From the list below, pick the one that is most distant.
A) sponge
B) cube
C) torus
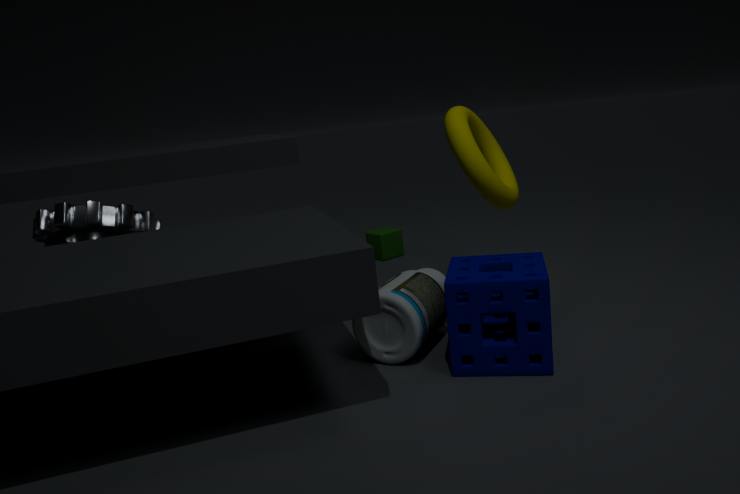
B. cube
